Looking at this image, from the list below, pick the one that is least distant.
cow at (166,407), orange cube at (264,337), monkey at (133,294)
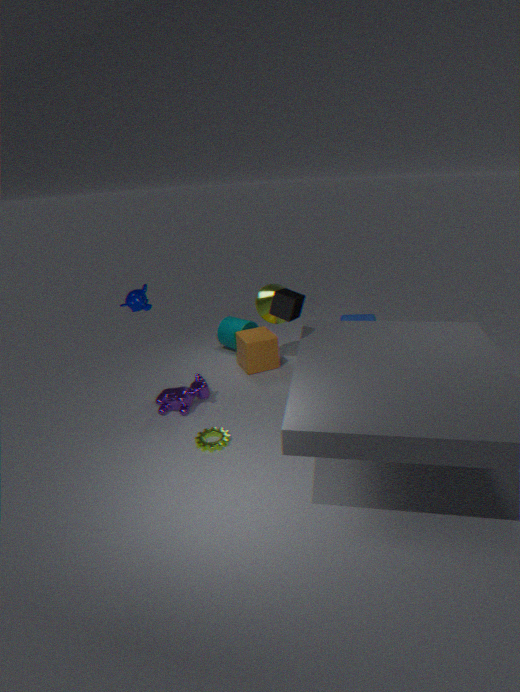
monkey at (133,294)
